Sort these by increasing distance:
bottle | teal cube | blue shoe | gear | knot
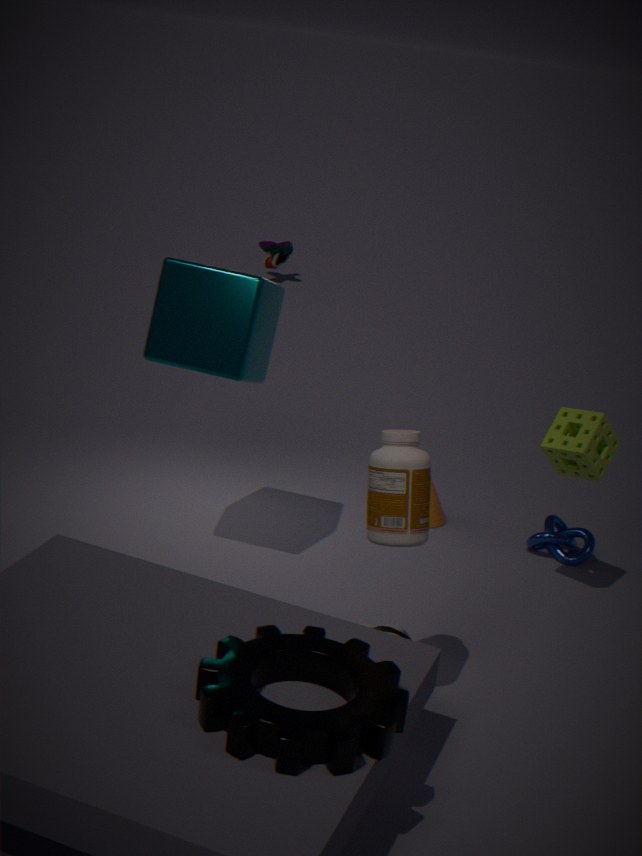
gear < bottle < teal cube < knot < blue shoe
